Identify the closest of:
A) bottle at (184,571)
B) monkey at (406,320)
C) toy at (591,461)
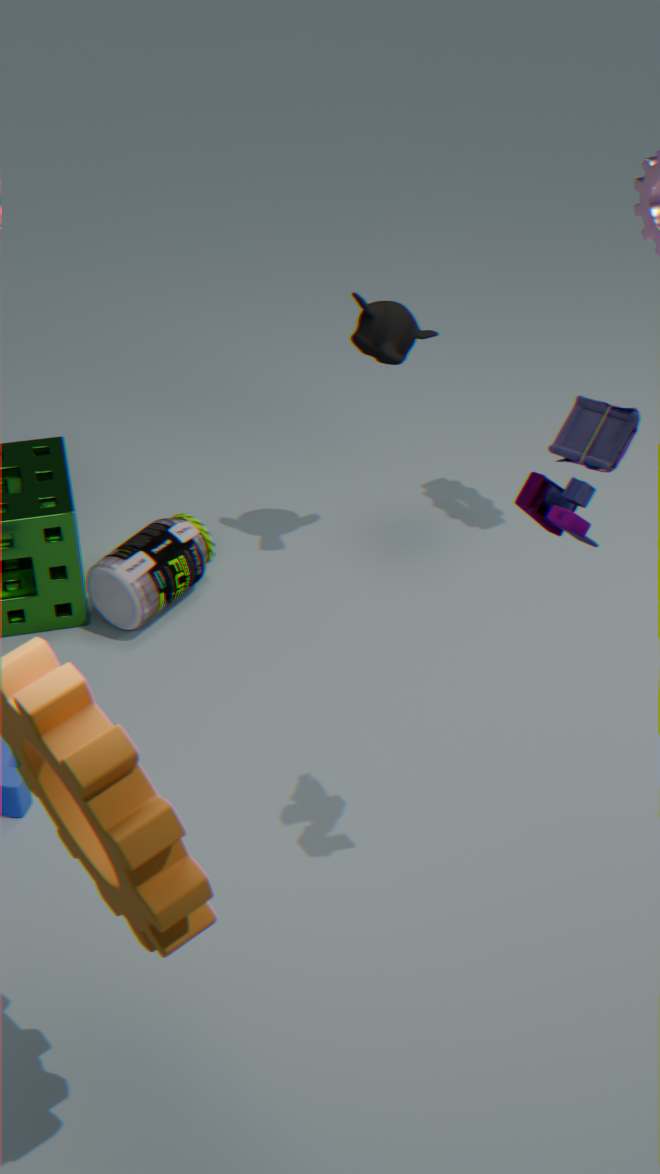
toy at (591,461)
